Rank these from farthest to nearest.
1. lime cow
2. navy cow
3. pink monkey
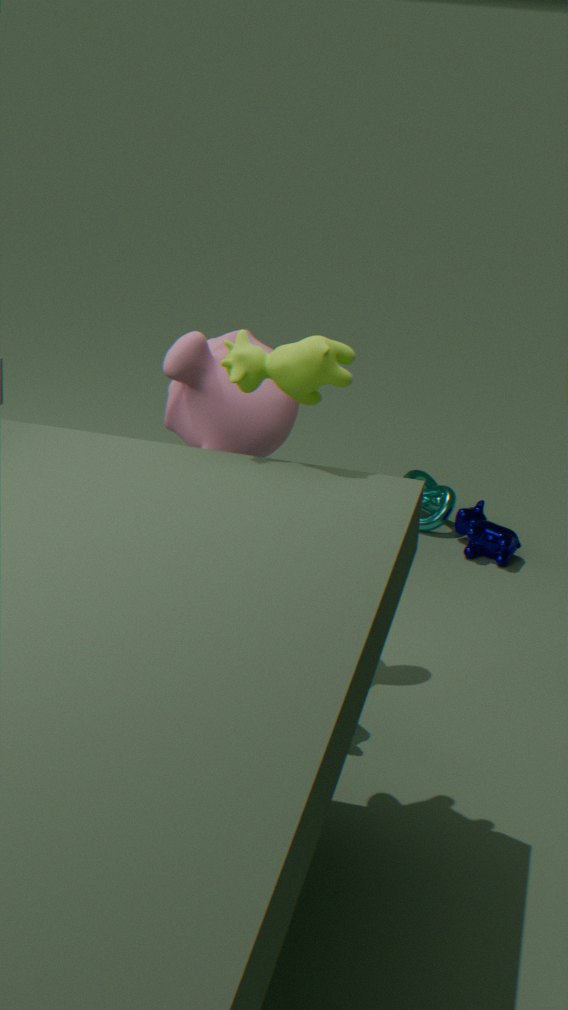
navy cow → pink monkey → lime cow
